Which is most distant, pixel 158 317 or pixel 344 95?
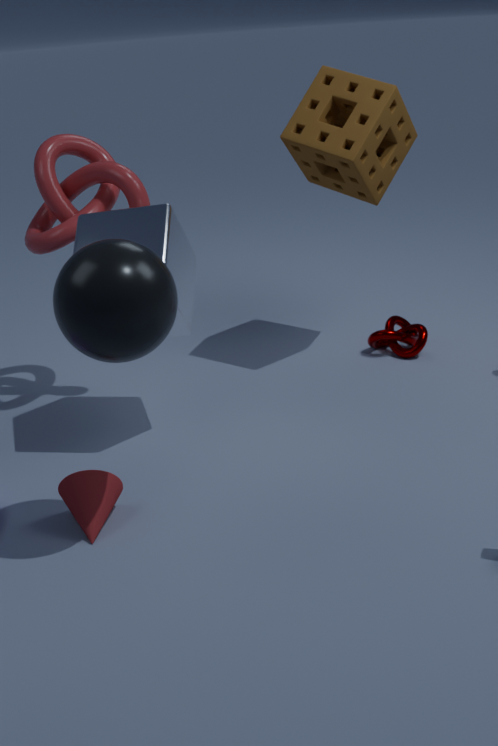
pixel 344 95
